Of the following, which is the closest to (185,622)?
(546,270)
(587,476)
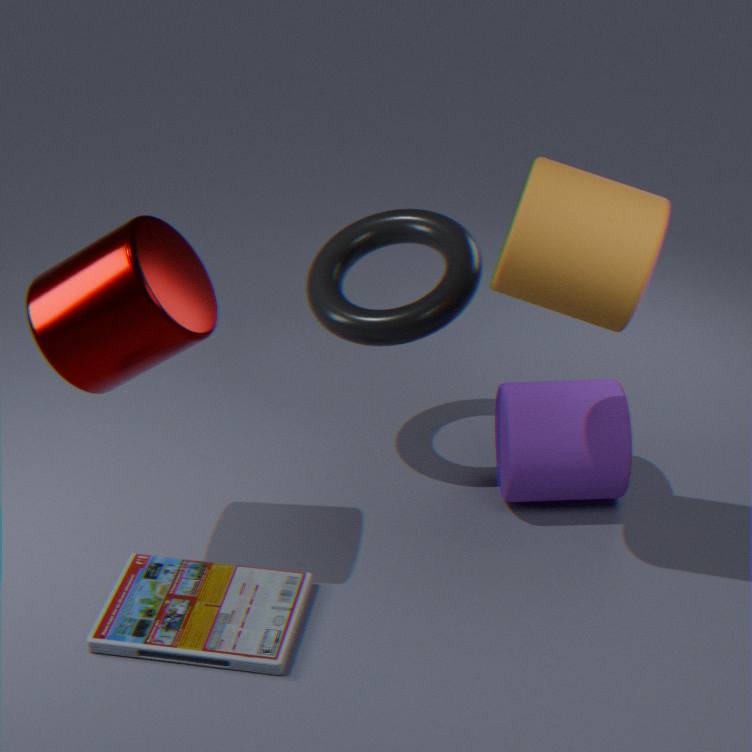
(587,476)
